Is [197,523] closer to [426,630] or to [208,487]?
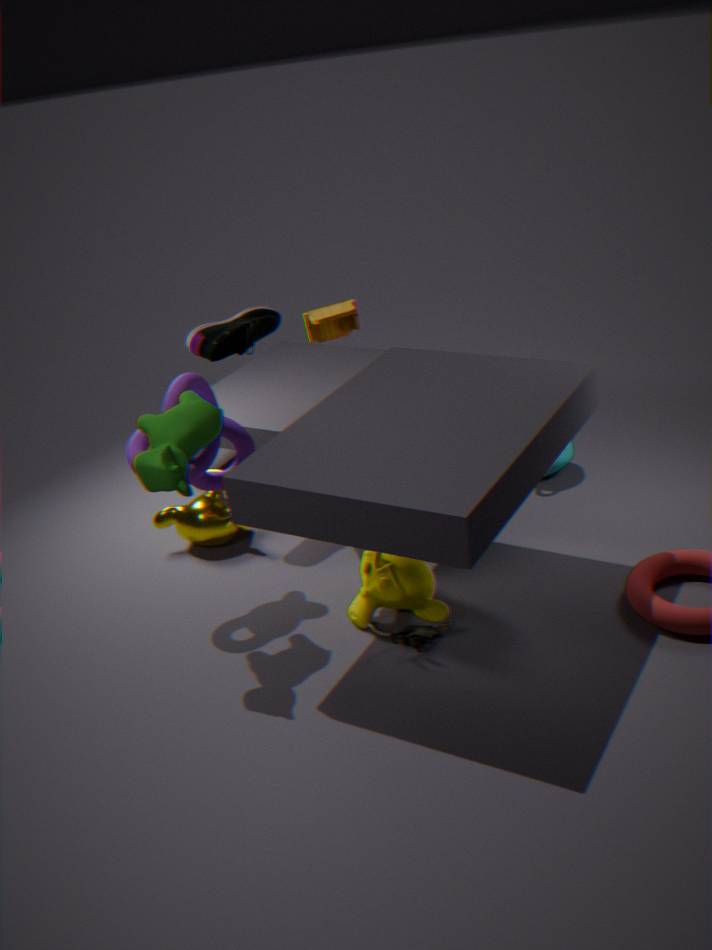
[208,487]
